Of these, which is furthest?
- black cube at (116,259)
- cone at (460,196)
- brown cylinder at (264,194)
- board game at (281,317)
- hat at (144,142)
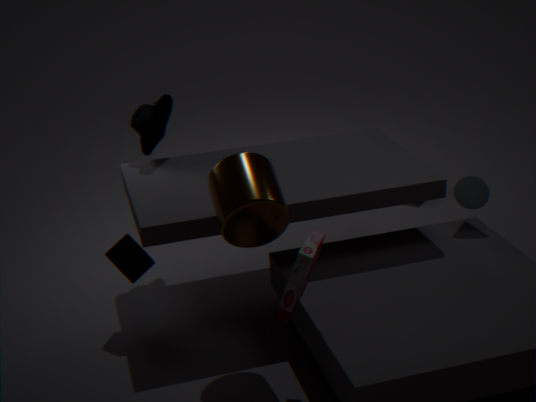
hat at (144,142)
